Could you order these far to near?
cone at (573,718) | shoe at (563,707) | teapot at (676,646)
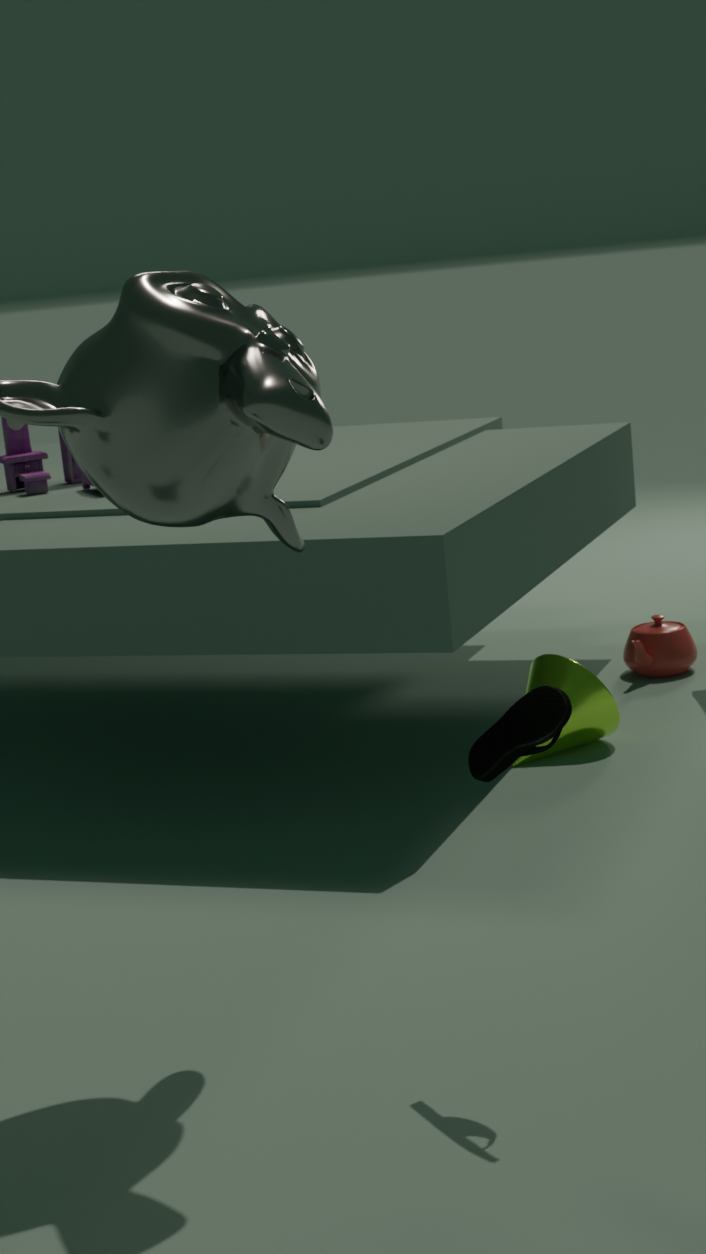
teapot at (676,646), cone at (573,718), shoe at (563,707)
